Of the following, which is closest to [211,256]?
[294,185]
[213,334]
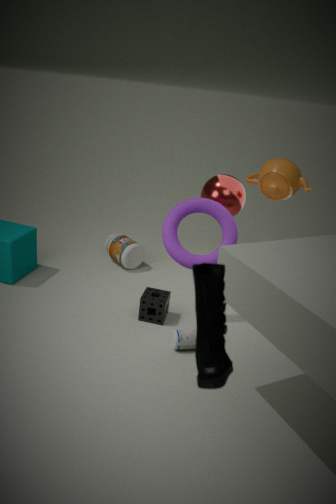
[294,185]
